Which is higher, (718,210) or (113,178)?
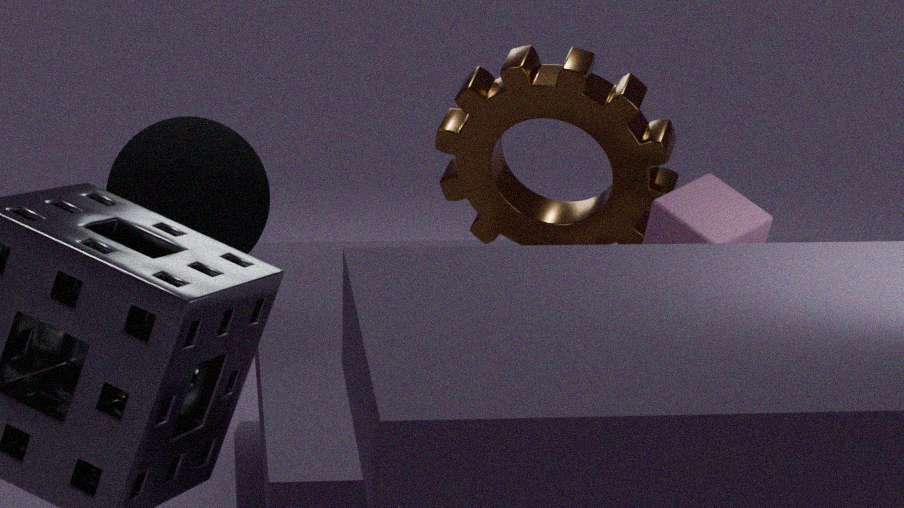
(718,210)
